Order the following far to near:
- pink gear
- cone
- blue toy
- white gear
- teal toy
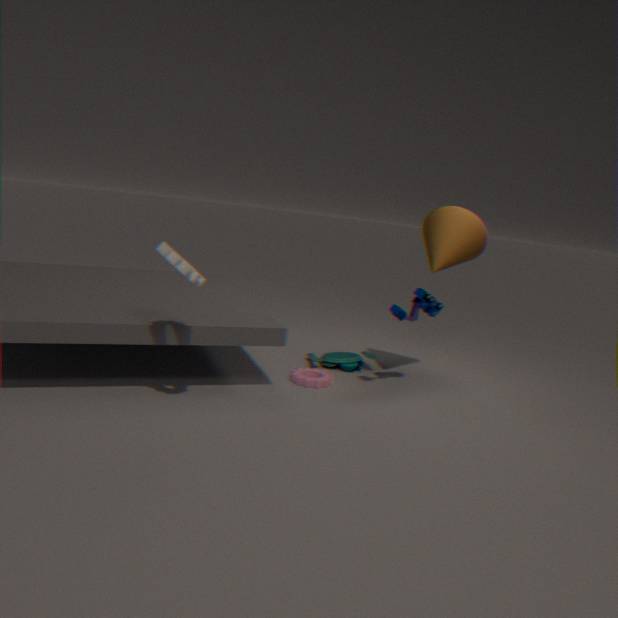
1. teal toy
2. pink gear
3. cone
4. blue toy
5. white gear
